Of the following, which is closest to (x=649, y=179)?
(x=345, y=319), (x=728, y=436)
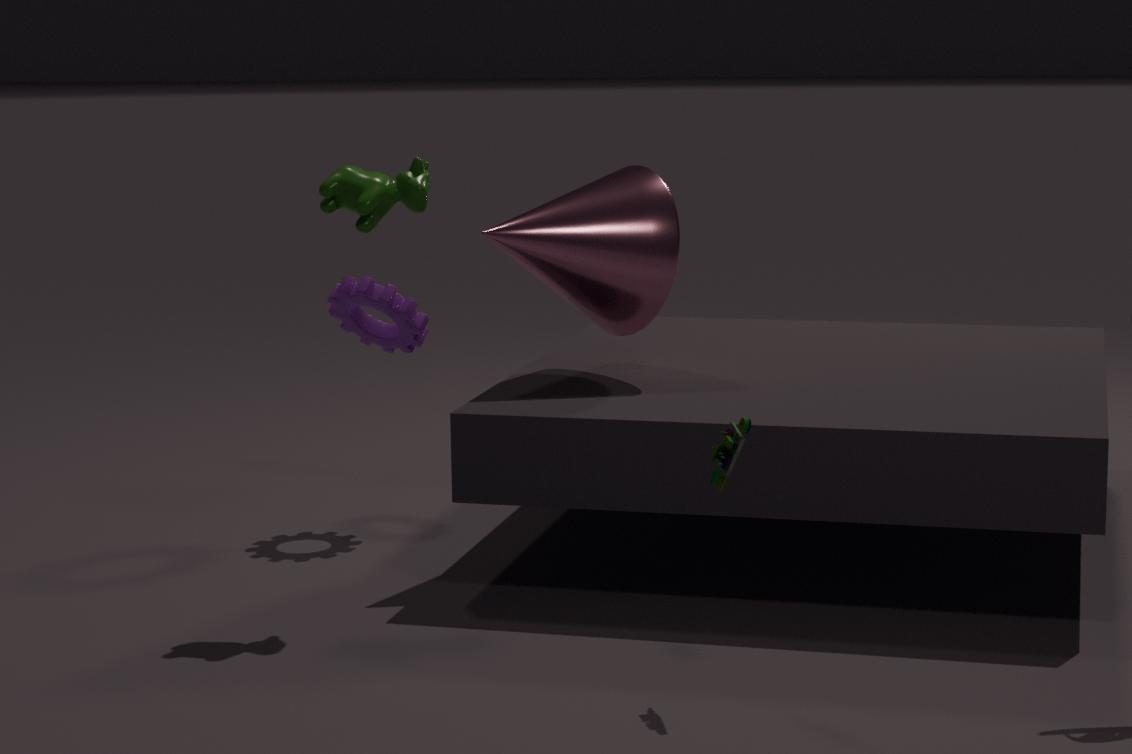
(x=345, y=319)
